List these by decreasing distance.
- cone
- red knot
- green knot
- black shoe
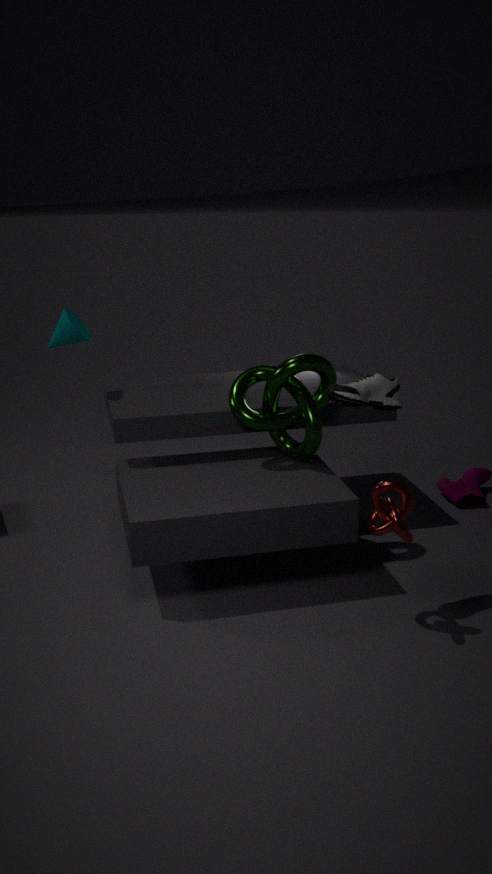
cone, green knot, black shoe, red knot
